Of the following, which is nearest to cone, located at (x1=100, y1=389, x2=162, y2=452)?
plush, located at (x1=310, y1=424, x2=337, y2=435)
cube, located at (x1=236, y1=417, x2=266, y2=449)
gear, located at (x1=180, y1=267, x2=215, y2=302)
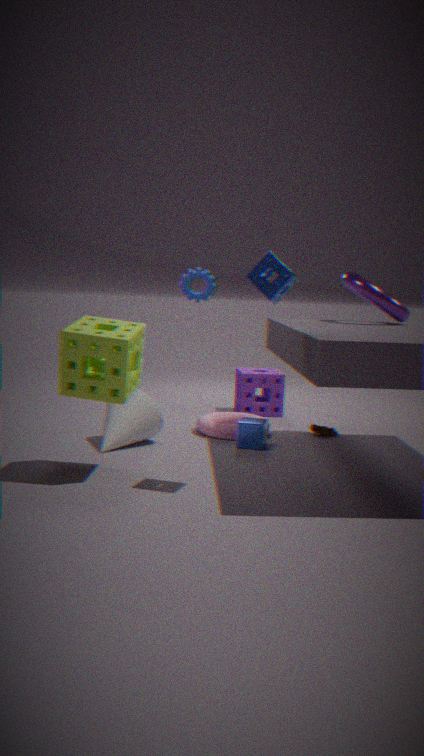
cube, located at (x1=236, y1=417, x2=266, y2=449)
